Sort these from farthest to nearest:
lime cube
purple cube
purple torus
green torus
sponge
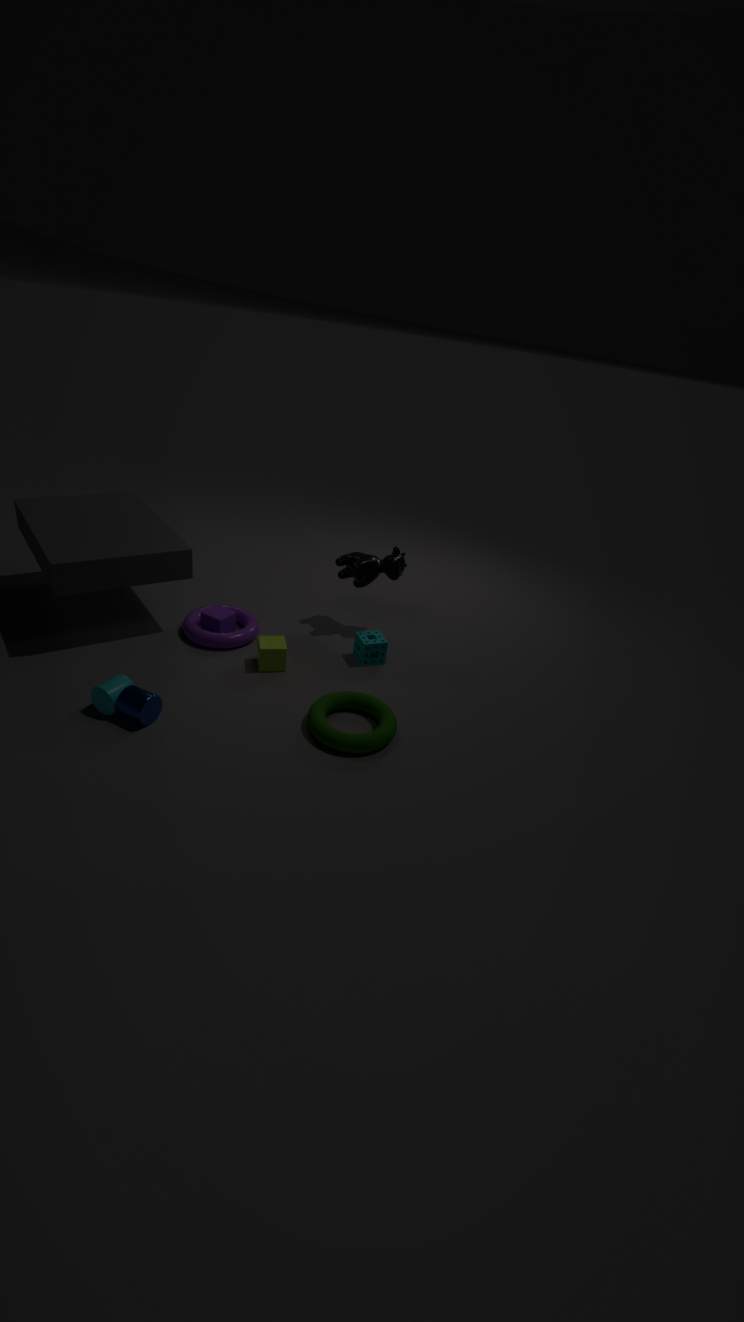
1. purple cube
2. sponge
3. purple torus
4. lime cube
5. green torus
